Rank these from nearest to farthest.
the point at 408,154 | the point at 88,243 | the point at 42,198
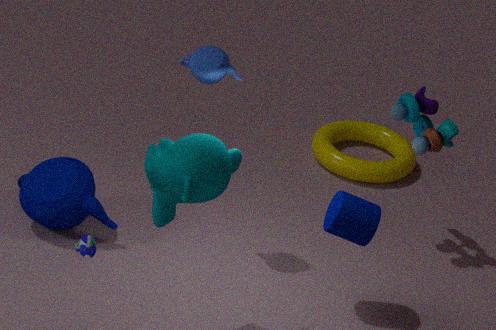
the point at 88,243 < the point at 42,198 < the point at 408,154
